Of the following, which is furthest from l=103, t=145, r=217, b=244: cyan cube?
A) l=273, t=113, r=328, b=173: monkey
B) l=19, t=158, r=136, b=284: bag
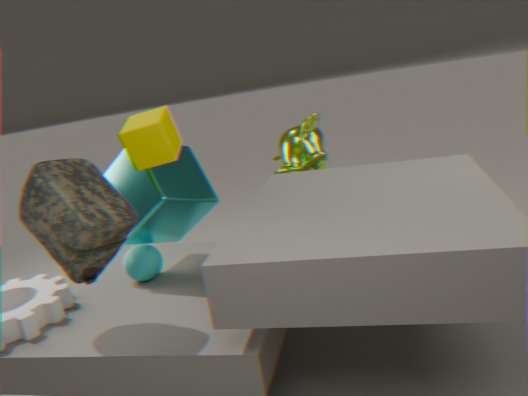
l=273, t=113, r=328, b=173: monkey
